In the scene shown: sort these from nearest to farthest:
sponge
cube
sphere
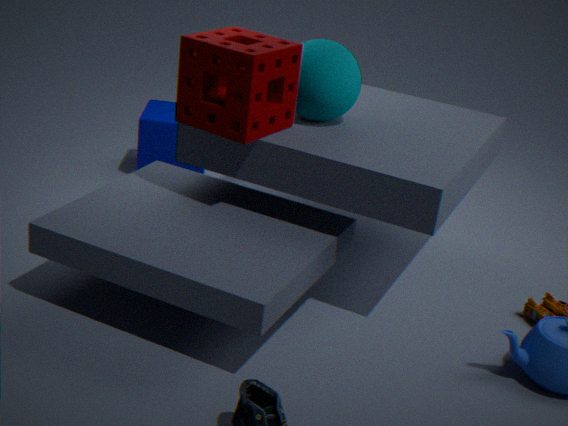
sponge
sphere
cube
